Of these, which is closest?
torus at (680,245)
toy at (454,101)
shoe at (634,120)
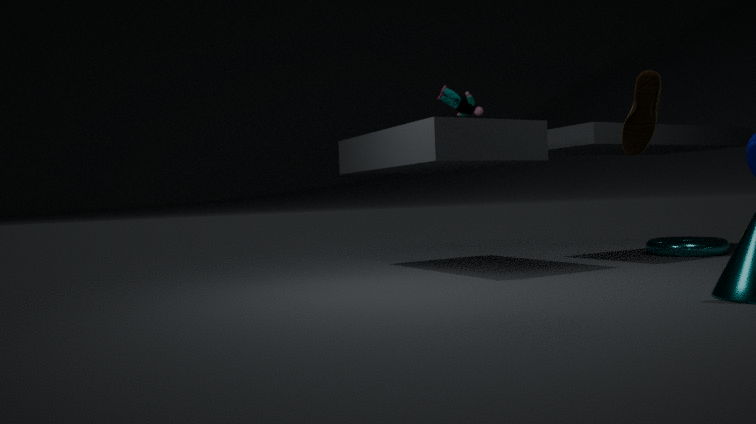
shoe at (634,120)
